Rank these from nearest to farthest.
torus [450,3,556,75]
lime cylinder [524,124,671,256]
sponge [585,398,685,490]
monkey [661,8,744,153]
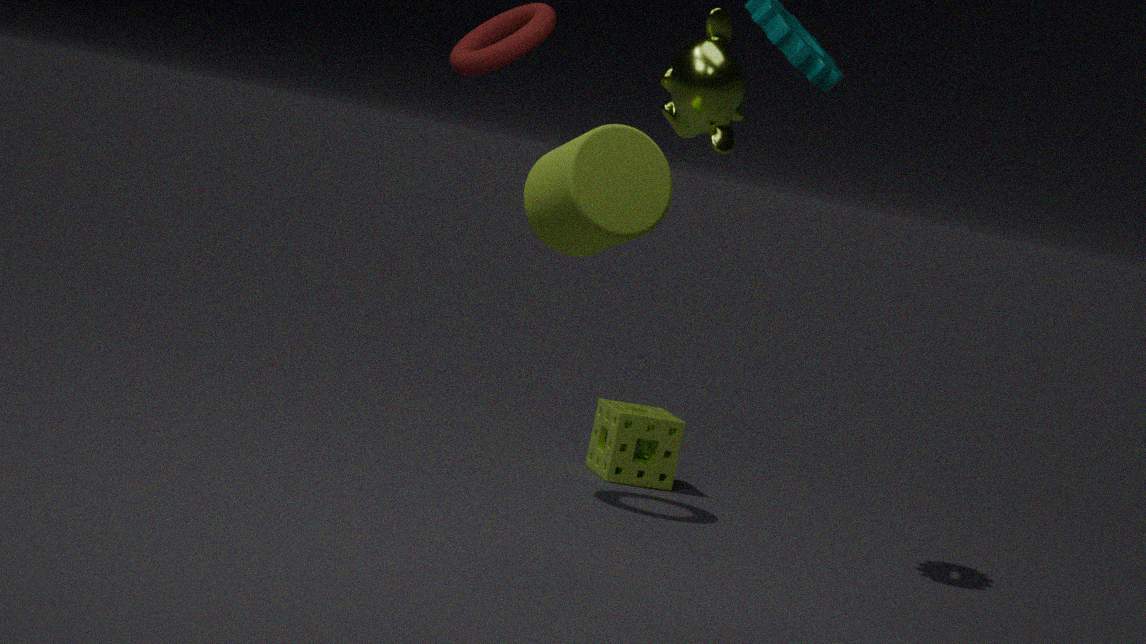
lime cylinder [524,124,671,256] < monkey [661,8,744,153] < torus [450,3,556,75] < sponge [585,398,685,490]
